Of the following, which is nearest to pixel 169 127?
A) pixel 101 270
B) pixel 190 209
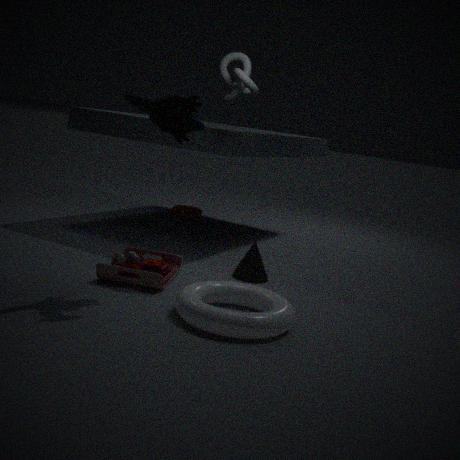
pixel 101 270
